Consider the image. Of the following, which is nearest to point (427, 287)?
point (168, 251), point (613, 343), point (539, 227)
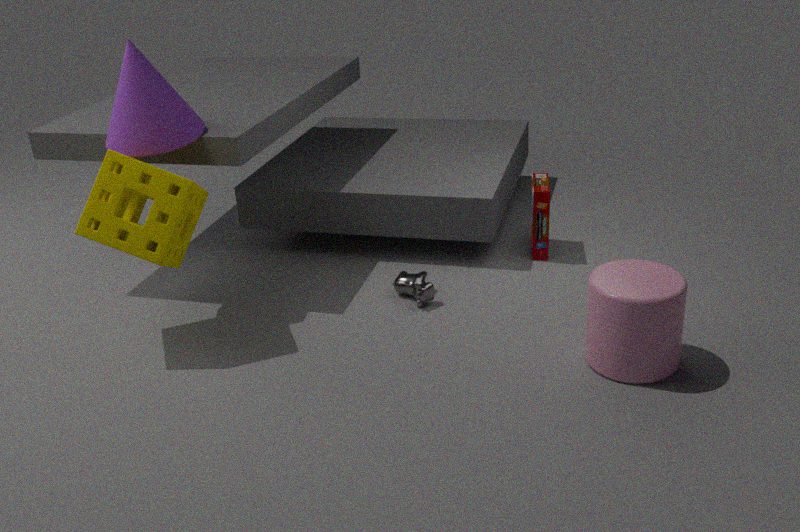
point (539, 227)
